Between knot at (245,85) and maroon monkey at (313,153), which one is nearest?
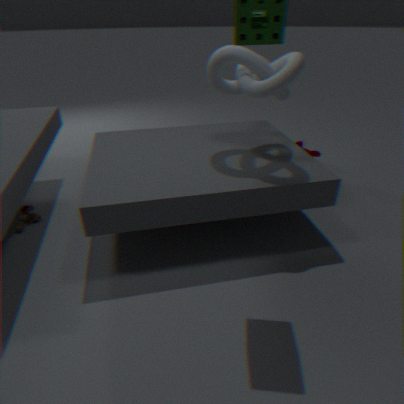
knot at (245,85)
